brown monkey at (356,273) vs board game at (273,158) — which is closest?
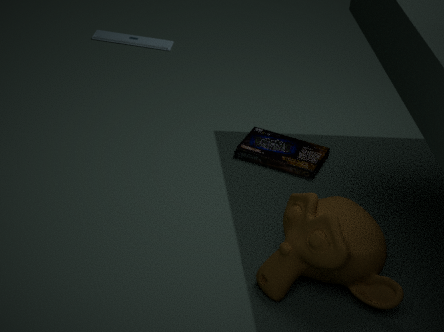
brown monkey at (356,273)
